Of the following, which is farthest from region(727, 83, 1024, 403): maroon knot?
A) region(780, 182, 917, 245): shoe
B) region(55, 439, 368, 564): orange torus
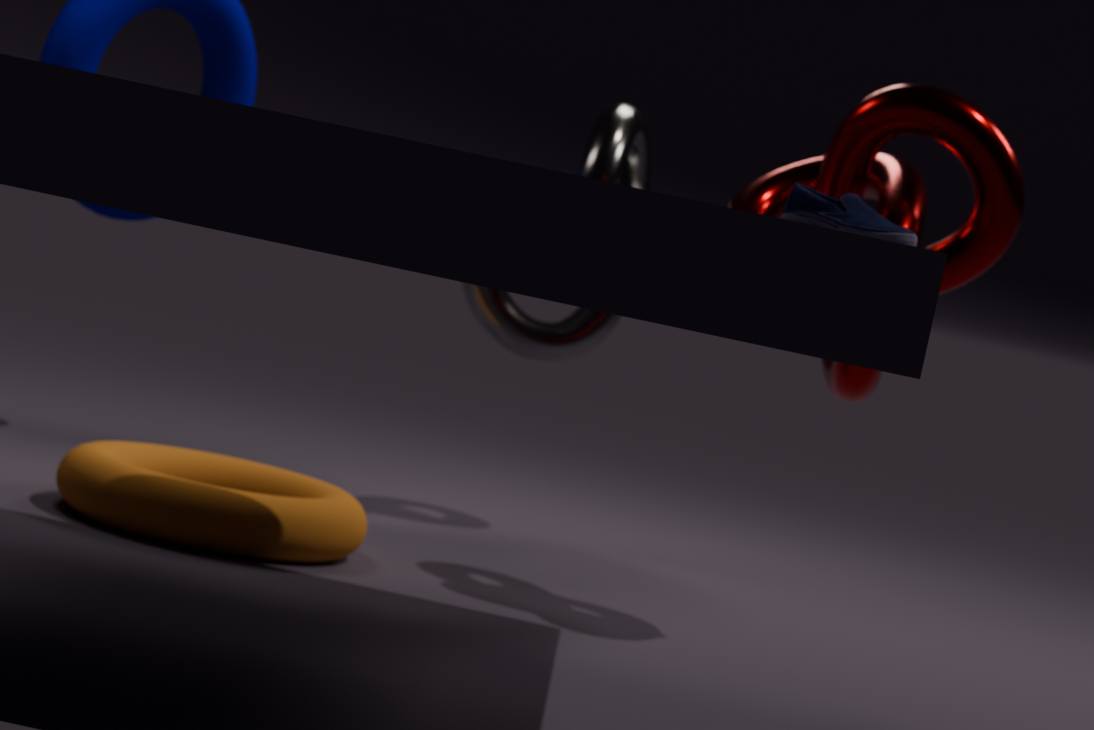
region(55, 439, 368, 564): orange torus
